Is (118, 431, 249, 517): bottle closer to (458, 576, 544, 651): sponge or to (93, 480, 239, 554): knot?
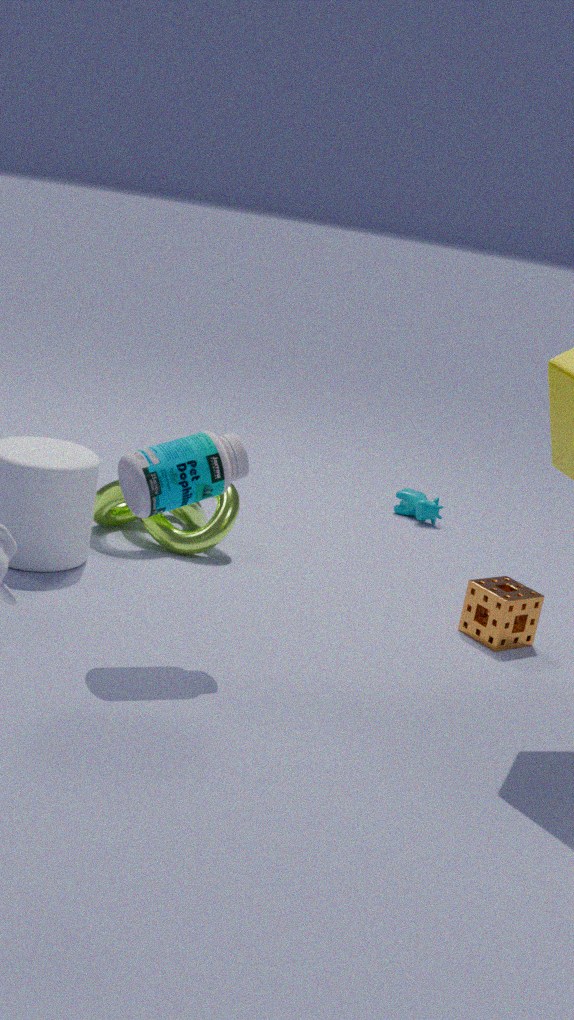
(93, 480, 239, 554): knot
